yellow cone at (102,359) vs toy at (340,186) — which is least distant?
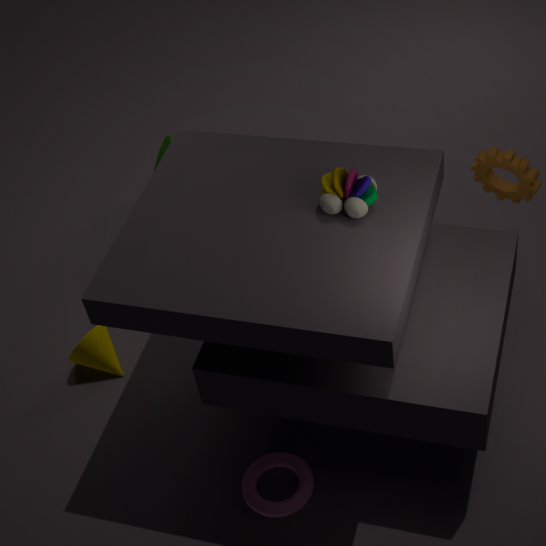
toy at (340,186)
